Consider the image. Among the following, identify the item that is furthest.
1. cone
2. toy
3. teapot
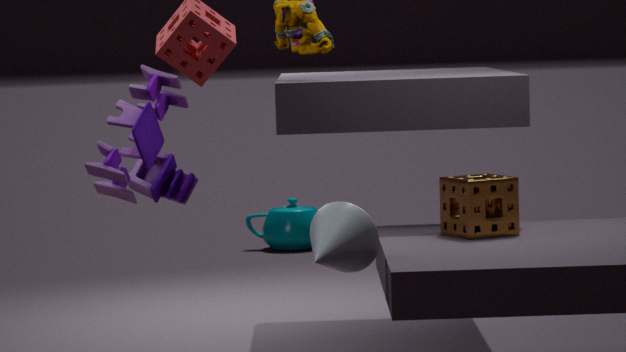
teapot
